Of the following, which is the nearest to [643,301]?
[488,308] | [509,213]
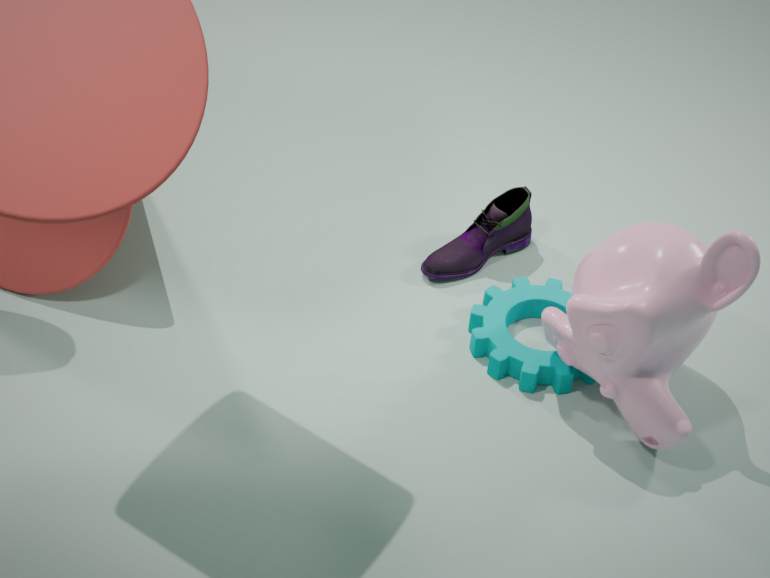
[488,308]
